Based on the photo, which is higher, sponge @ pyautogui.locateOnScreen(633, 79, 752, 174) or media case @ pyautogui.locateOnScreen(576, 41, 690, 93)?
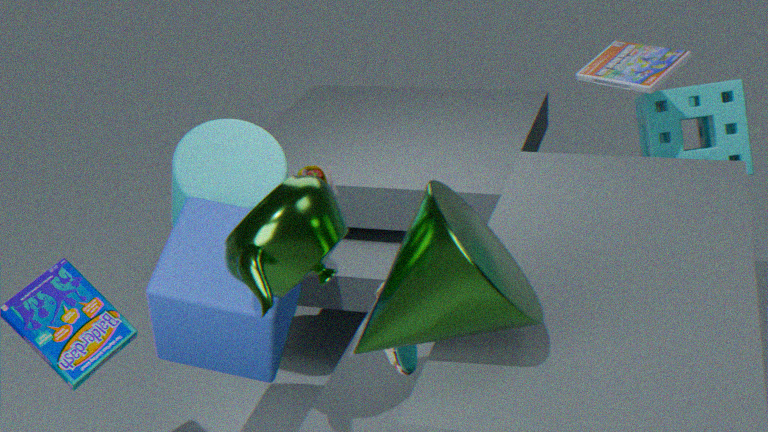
media case @ pyautogui.locateOnScreen(576, 41, 690, 93)
